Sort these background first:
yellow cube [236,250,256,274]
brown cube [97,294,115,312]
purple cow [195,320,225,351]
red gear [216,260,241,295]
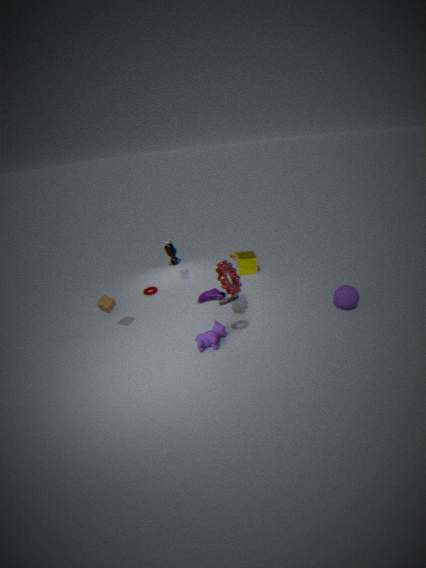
yellow cube [236,250,256,274] < brown cube [97,294,115,312] < red gear [216,260,241,295] < purple cow [195,320,225,351]
